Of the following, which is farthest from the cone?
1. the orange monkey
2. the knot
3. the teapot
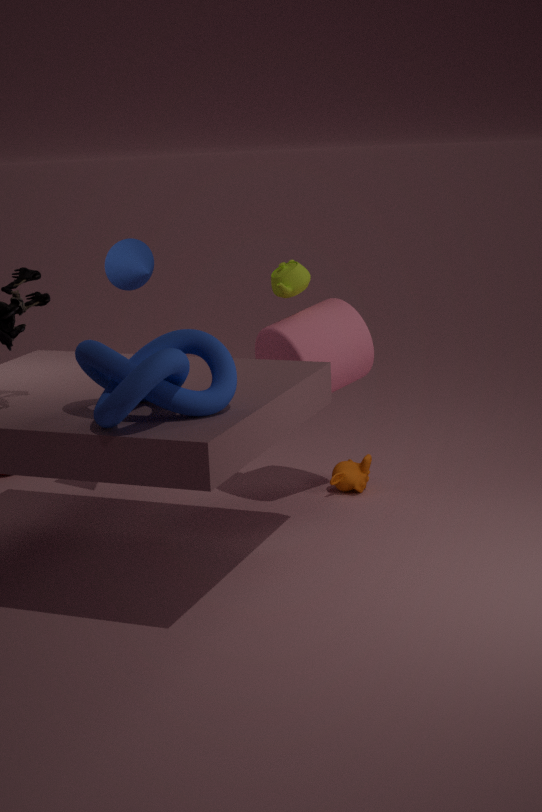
the orange monkey
